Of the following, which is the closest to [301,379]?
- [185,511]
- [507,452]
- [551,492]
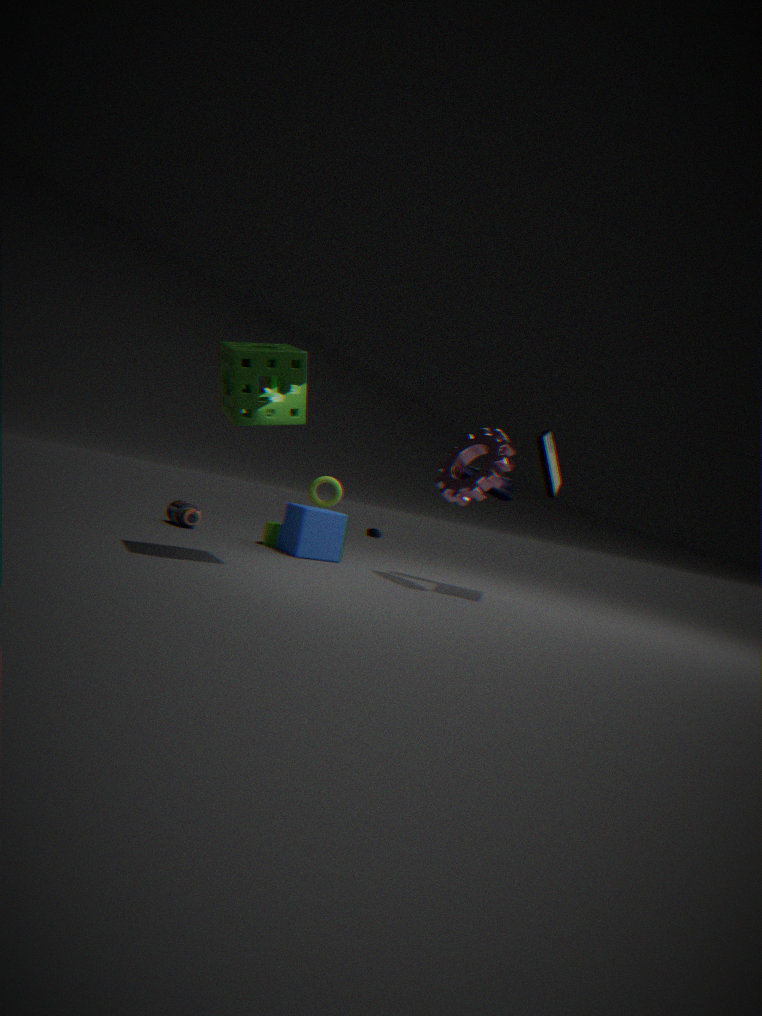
[507,452]
